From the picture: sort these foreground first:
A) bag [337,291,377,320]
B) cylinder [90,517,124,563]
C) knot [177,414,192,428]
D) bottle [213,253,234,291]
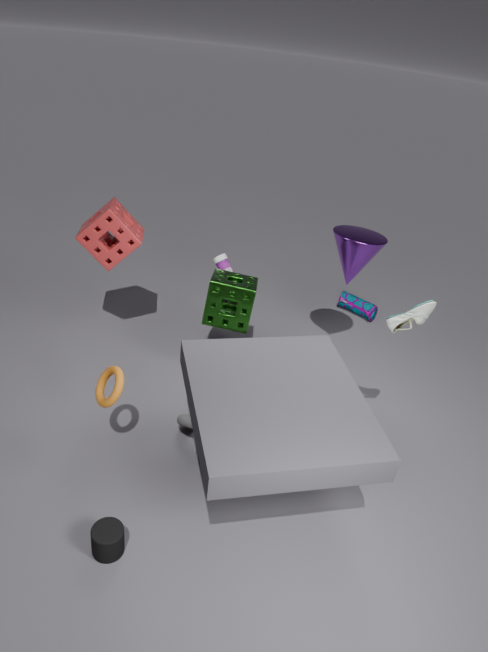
cylinder [90,517,124,563] < knot [177,414,192,428] < bottle [213,253,234,291] < bag [337,291,377,320]
